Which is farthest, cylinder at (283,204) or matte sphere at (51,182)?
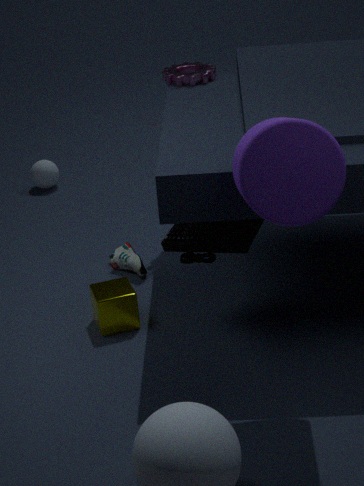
matte sphere at (51,182)
